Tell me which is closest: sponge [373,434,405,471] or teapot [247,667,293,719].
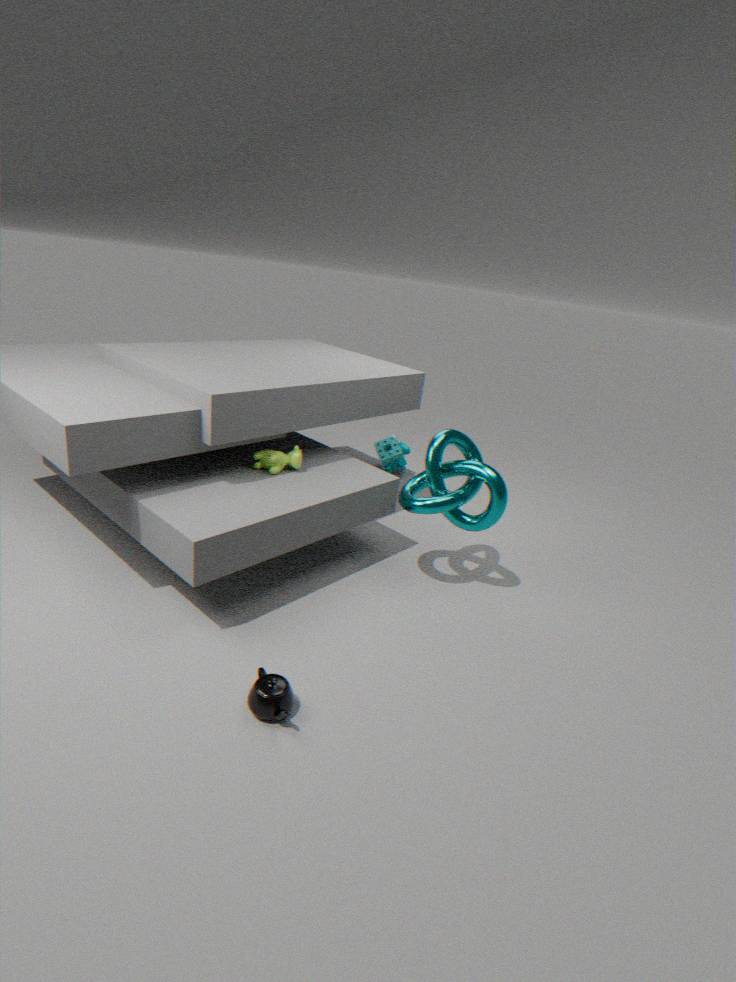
teapot [247,667,293,719]
